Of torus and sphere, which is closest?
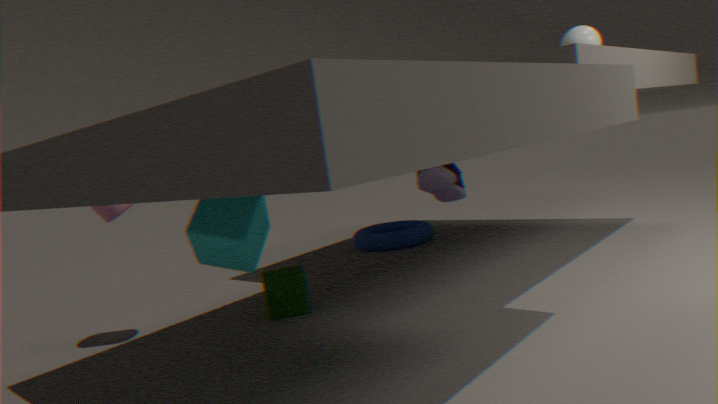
sphere
